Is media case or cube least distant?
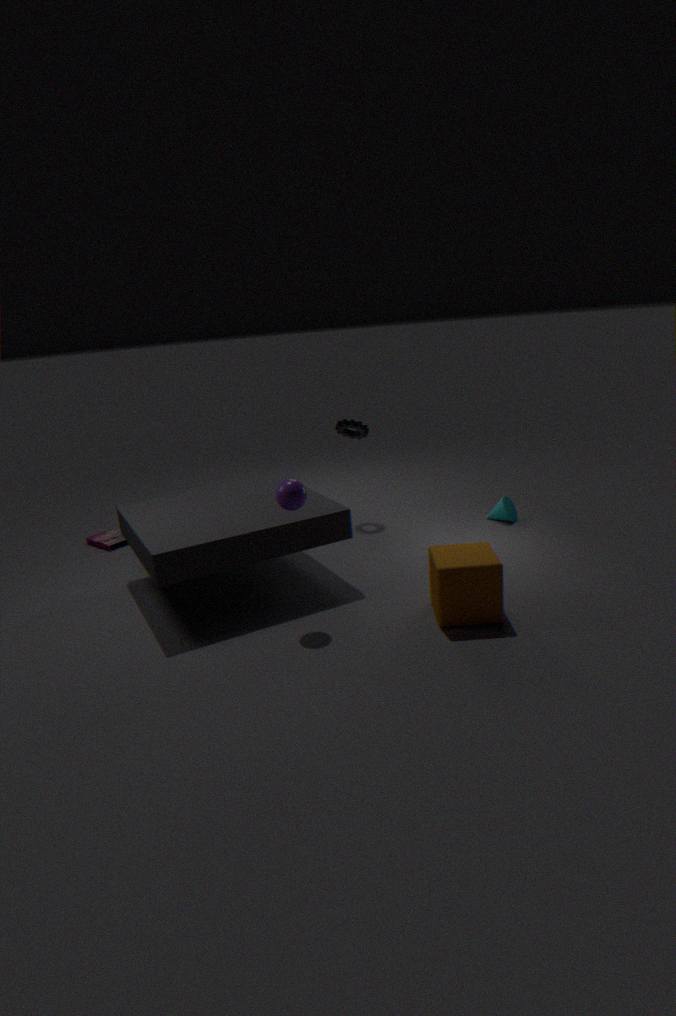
cube
